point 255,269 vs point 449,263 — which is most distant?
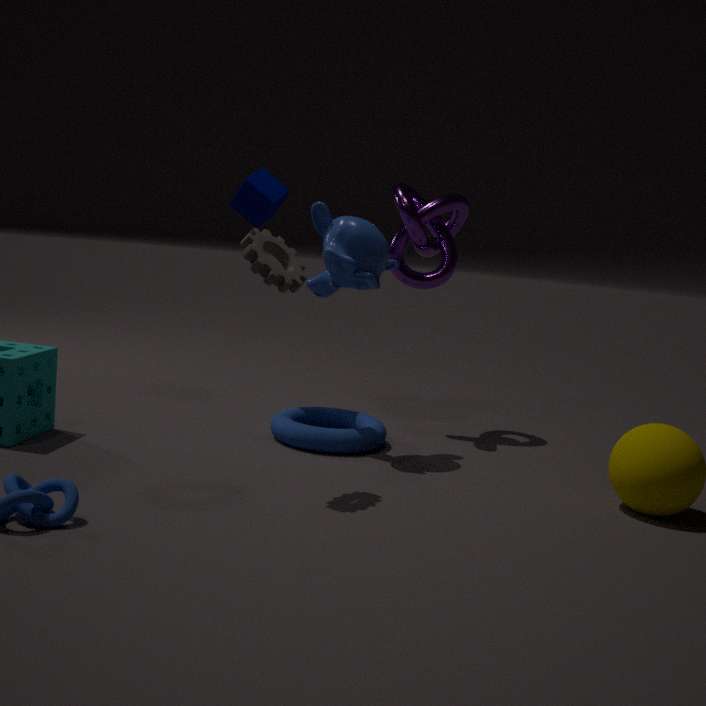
point 449,263
